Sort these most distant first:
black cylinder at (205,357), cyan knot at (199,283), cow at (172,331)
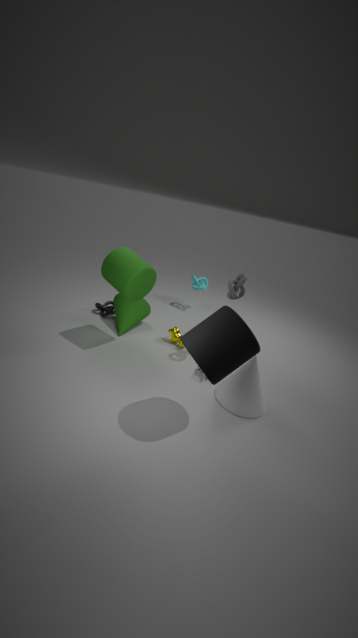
1. cyan knot at (199,283)
2. cow at (172,331)
3. black cylinder at (205,357)
